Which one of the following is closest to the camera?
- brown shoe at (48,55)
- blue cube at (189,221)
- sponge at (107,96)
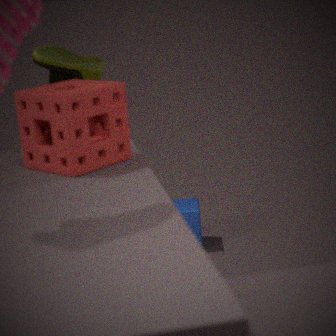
sponge at (107,96)
